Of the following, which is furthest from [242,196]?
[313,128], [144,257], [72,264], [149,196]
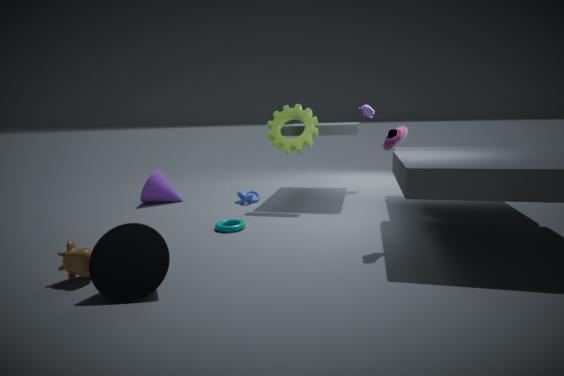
[144,257]
